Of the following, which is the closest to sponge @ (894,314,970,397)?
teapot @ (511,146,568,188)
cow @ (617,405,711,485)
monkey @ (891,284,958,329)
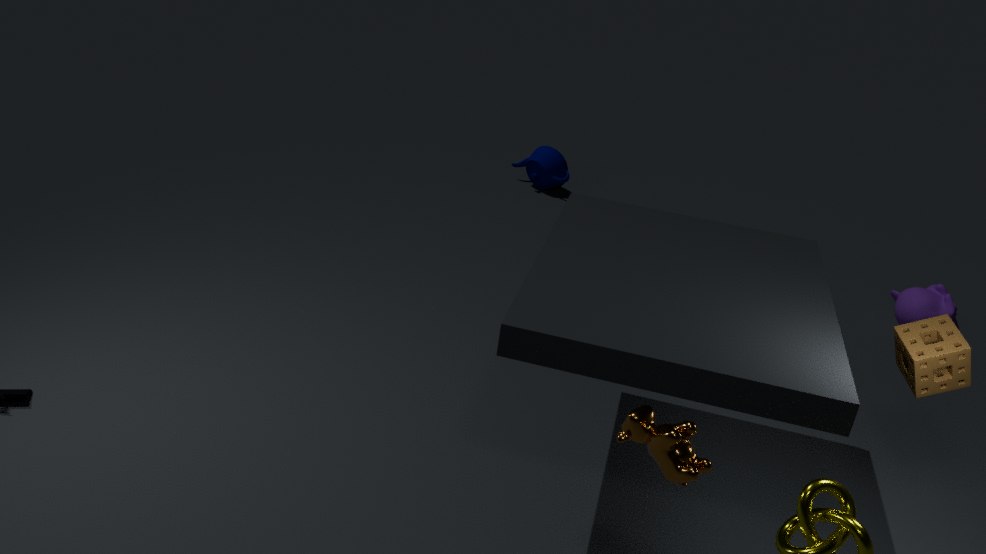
cow @ (617,405,711,485)
